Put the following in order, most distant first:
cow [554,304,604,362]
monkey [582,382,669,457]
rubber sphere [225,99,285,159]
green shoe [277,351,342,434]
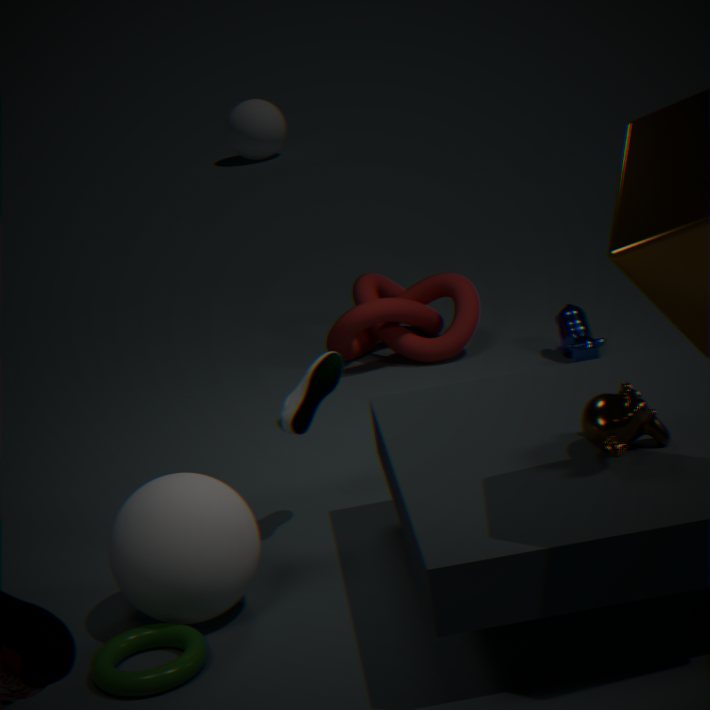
rubber sphere [225,99,285,159] < cow [554,304,604,362] < green shoe [277,351,342,434] < monkey [582,382,669,457]
